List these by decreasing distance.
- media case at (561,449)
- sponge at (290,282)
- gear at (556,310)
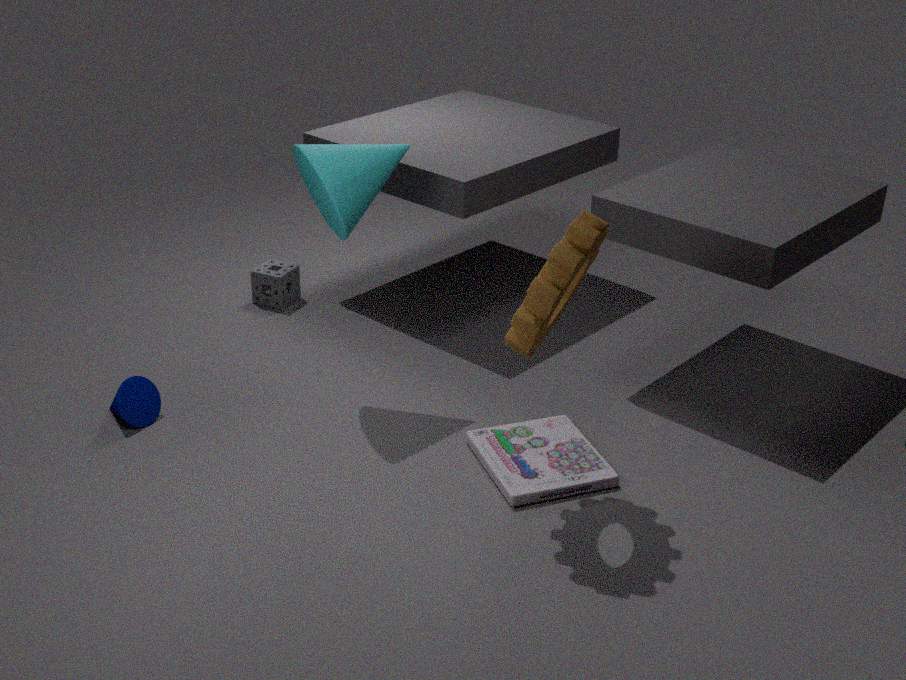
1. sponge at (290,282)
2. media case at (561,449)
3. gear at (556,310)
